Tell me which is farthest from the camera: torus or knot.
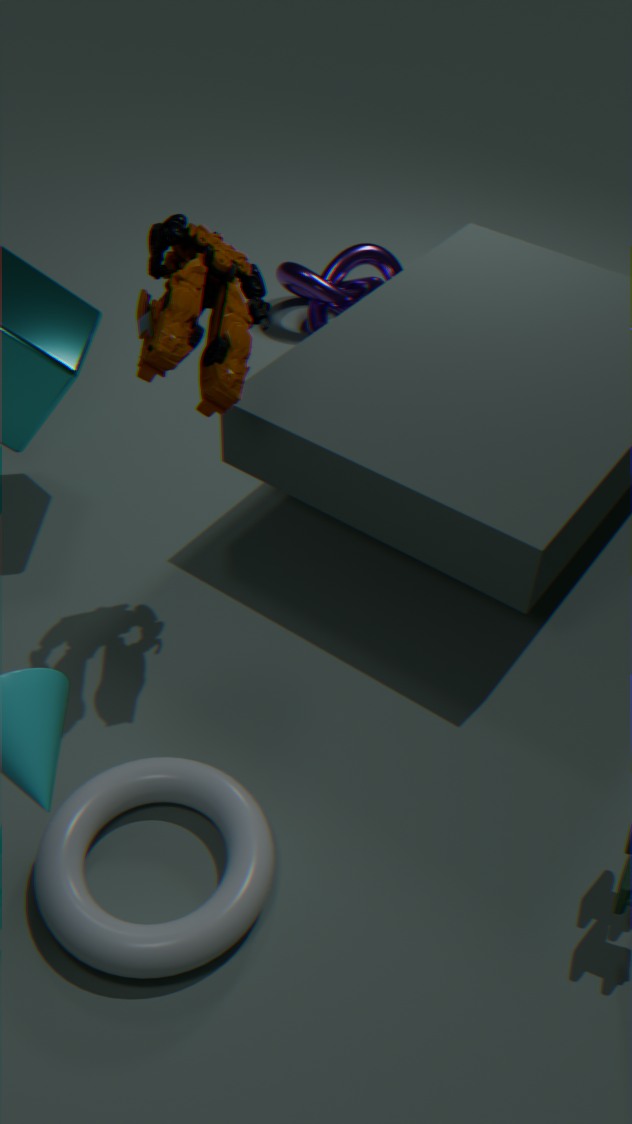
knot
